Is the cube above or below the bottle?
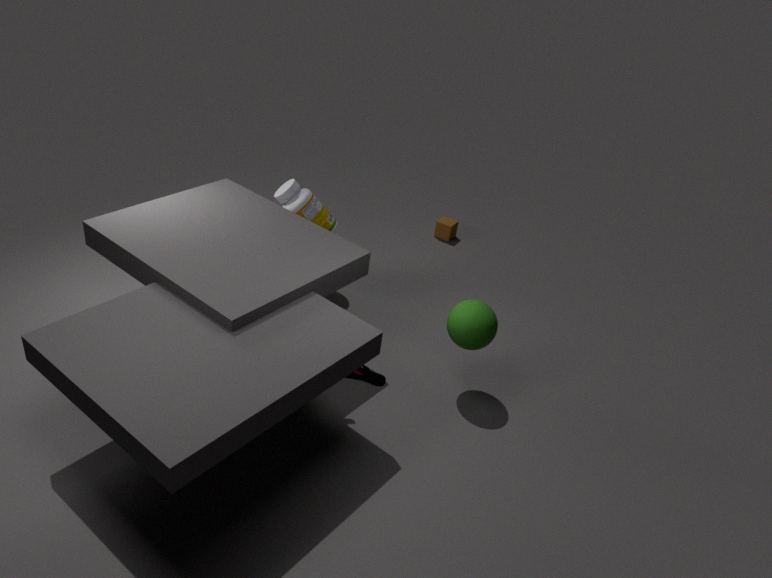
below
